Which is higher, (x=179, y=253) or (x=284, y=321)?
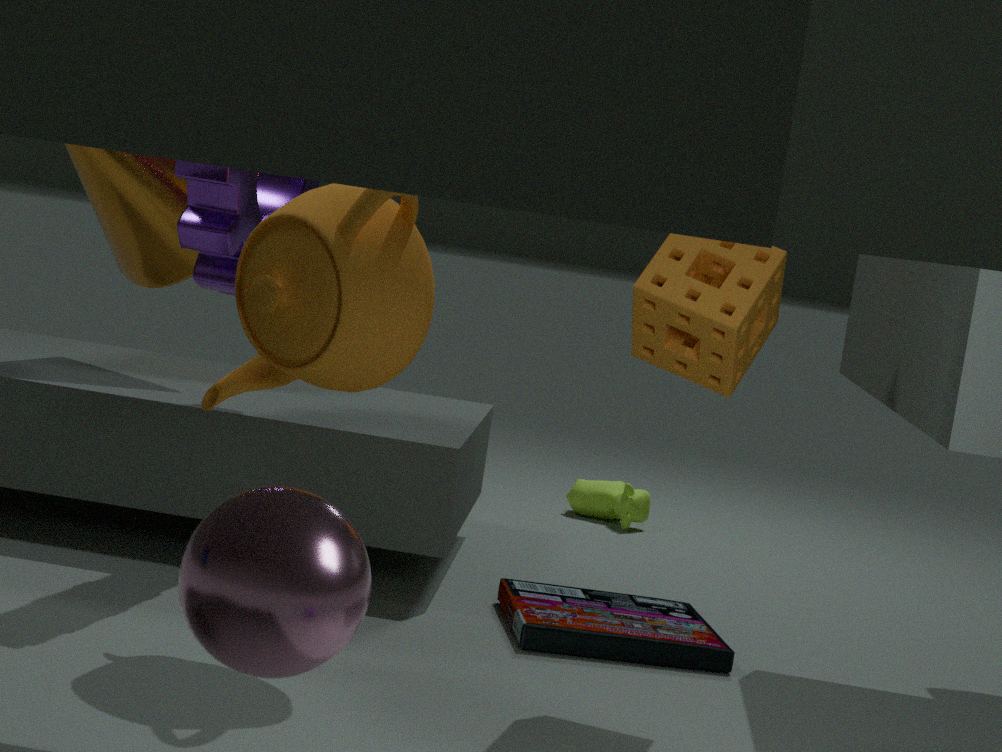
(x=179, y=253)
